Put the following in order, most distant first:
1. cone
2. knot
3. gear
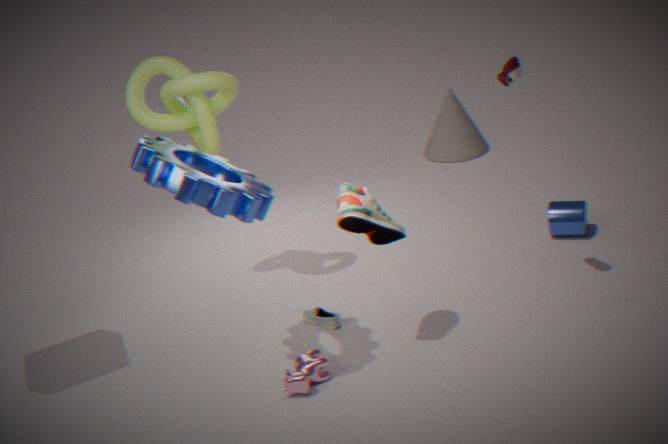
cone, knot, gear
